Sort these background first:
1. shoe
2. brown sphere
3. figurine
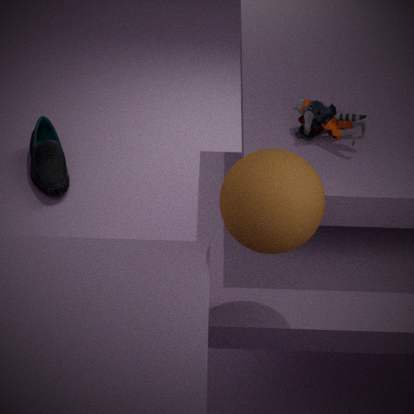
1. shoe
2. figurine
3. brown sphere
